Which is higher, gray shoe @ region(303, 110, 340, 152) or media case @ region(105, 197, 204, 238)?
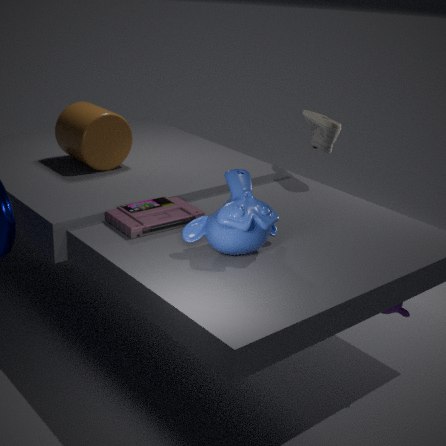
gray shoe @ region(303, 110, 340, 152)
